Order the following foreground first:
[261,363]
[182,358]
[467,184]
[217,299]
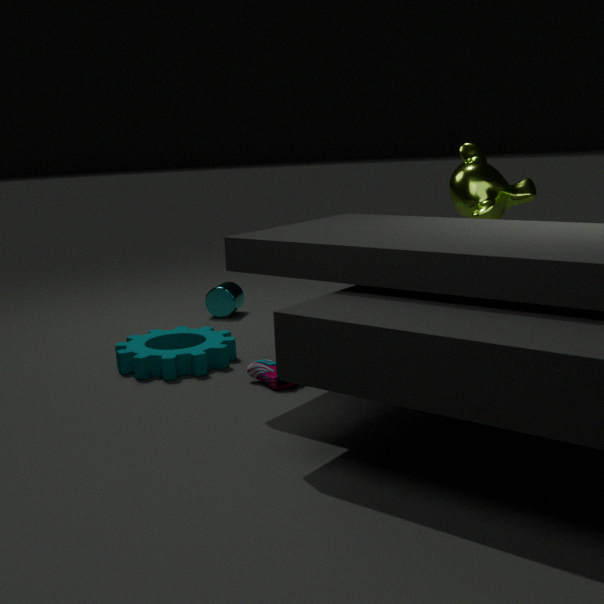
[261,363] → [182,358] → [467,184] → [217,299]
